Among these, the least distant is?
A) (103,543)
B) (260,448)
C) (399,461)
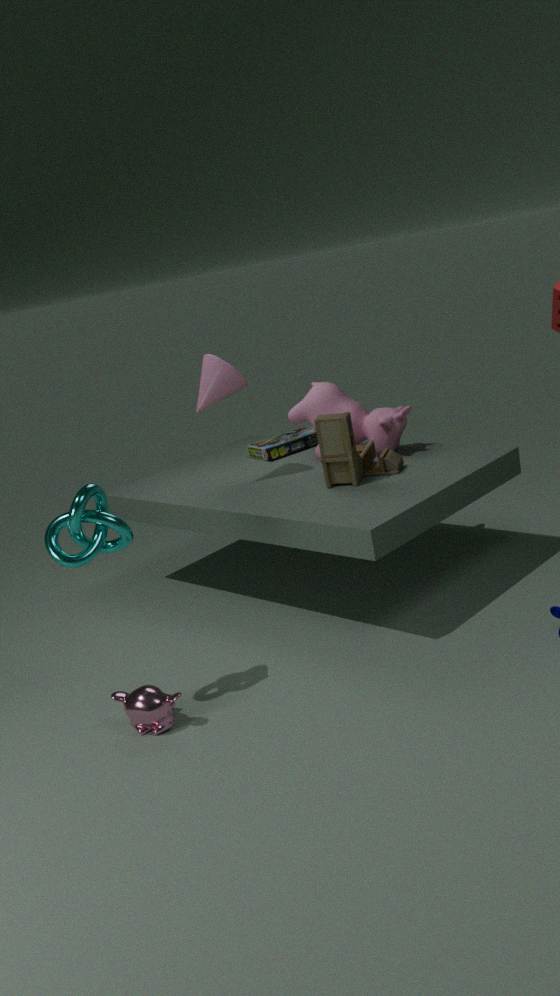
(103,543)
